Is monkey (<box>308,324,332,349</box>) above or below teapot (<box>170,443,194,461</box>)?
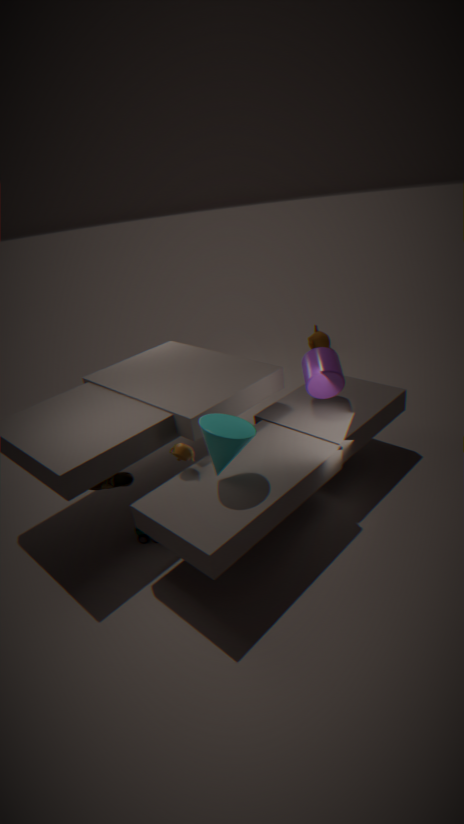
below
